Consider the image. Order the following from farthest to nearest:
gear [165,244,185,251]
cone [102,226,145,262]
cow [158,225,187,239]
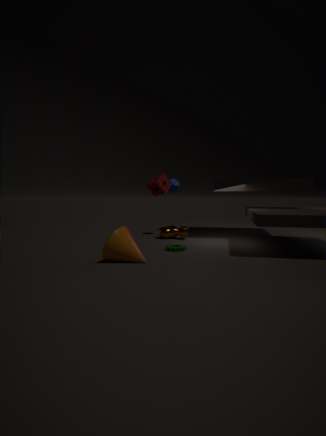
cow [158,225,187,239], gear [165,244,185,251], cone [102,226,145,262]
